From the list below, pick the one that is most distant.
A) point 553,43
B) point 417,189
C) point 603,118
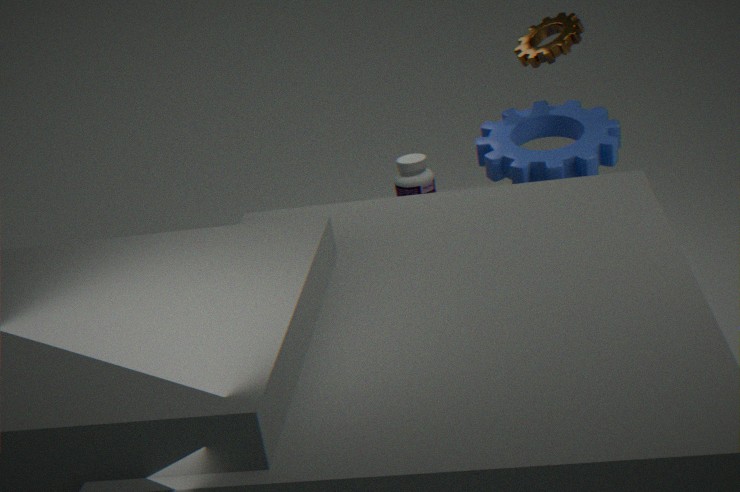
point 417,189
